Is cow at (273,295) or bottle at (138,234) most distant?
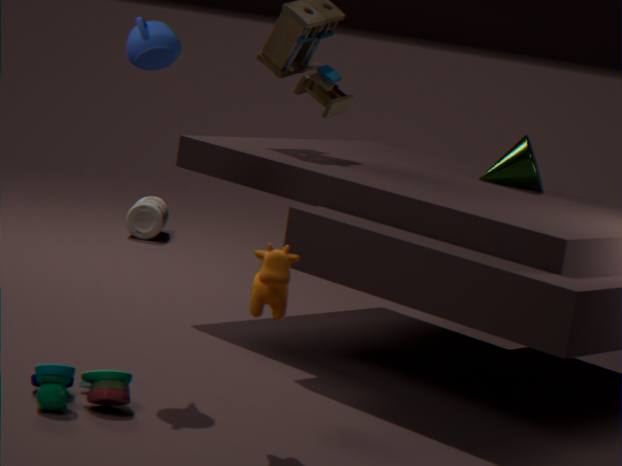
bottle at (138,234)
